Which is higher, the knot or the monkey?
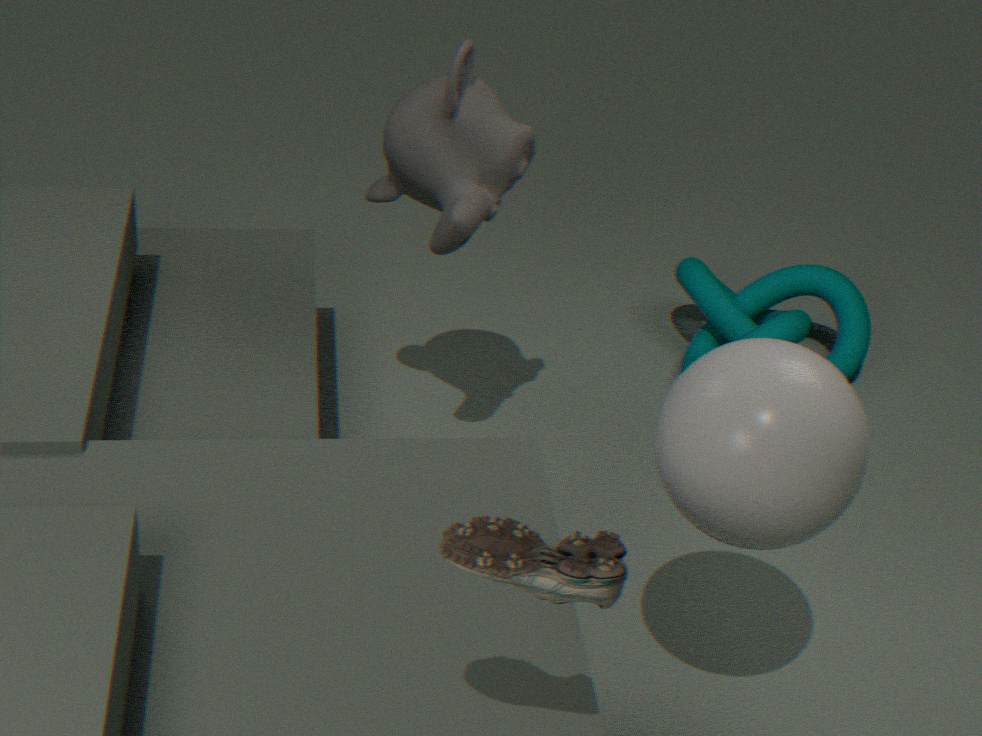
the monkey
